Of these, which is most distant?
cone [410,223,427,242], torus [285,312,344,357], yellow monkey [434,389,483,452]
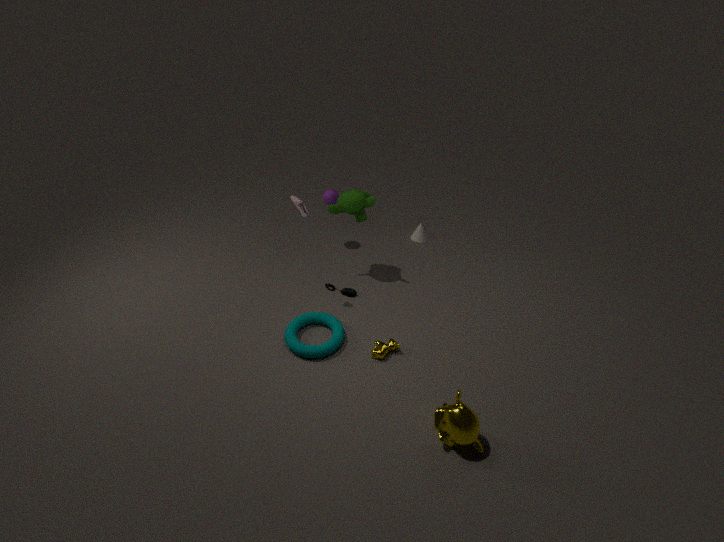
cone [410,223,427,242]
